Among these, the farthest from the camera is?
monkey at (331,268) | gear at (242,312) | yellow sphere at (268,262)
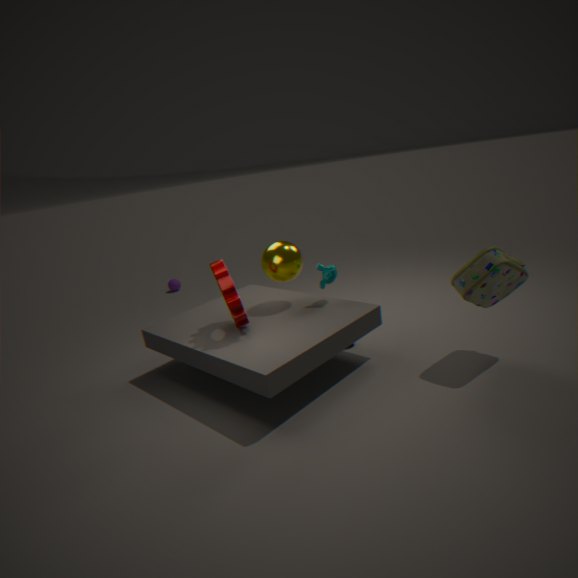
monkey at (331,268)
